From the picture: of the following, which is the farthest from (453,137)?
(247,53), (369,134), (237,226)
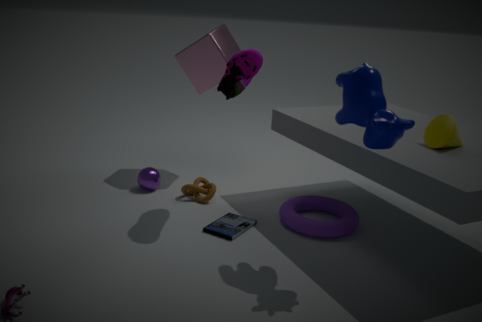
(237,226)
